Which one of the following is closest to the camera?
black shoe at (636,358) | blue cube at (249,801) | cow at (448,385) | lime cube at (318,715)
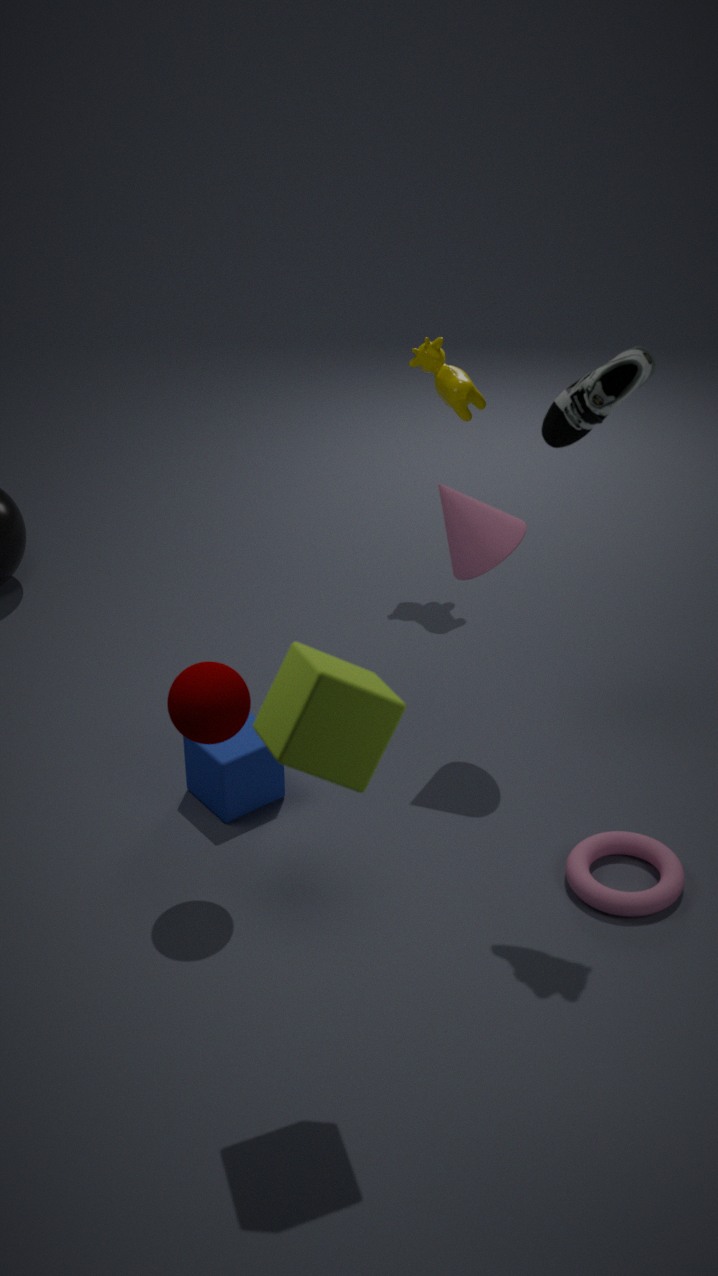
lime cube at (318,715)
